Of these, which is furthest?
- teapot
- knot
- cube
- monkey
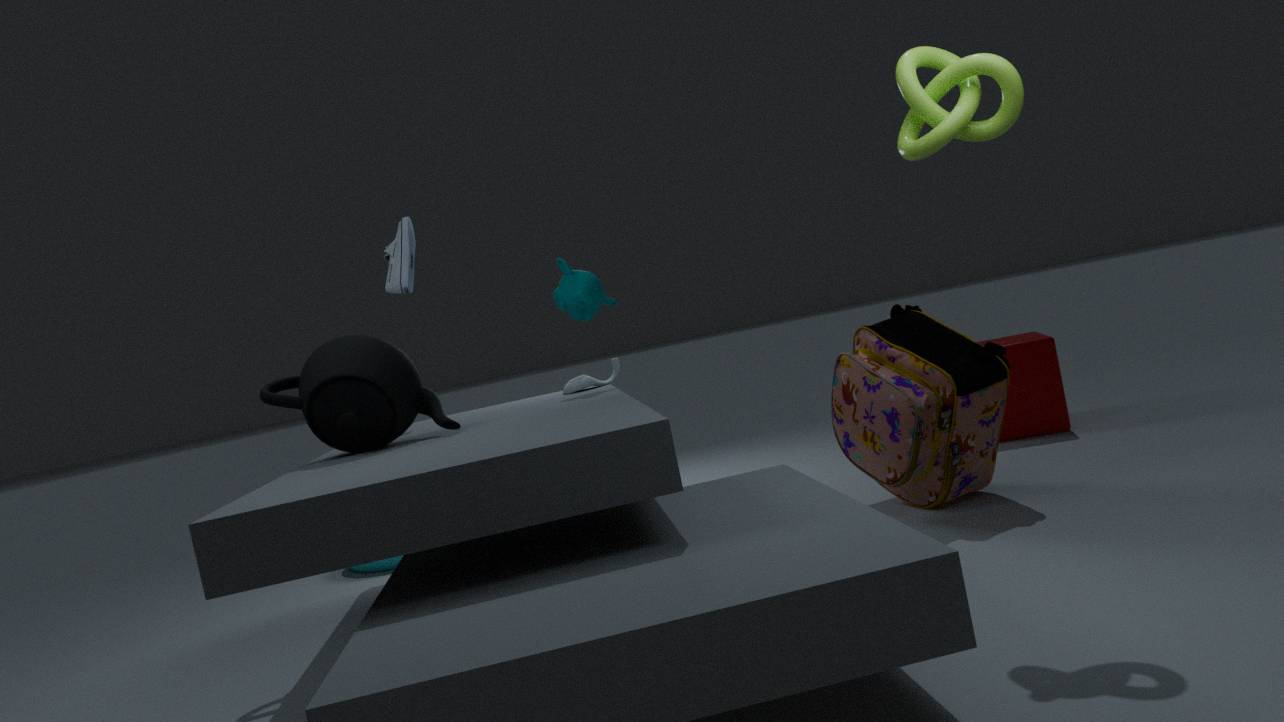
cube
